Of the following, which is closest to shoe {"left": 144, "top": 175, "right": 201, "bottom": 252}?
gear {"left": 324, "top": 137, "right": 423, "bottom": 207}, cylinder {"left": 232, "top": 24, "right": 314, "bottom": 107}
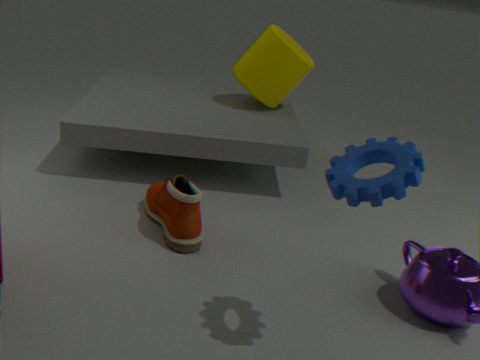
gear {"left": 324, "top": 137, "right": 423, "bottom": 207}
